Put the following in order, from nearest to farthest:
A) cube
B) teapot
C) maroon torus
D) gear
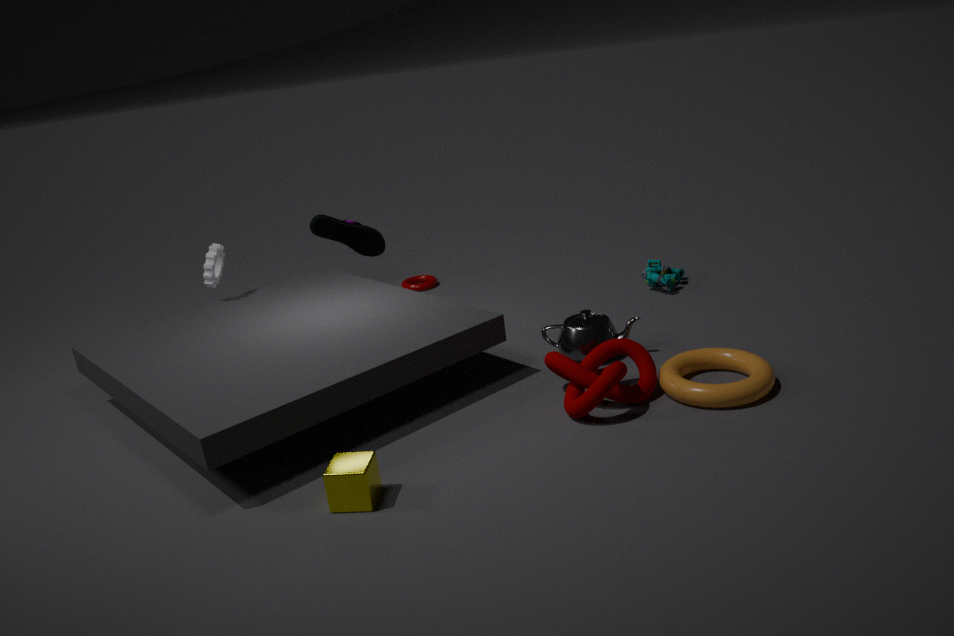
cube < teapot < gear < maroon torus
